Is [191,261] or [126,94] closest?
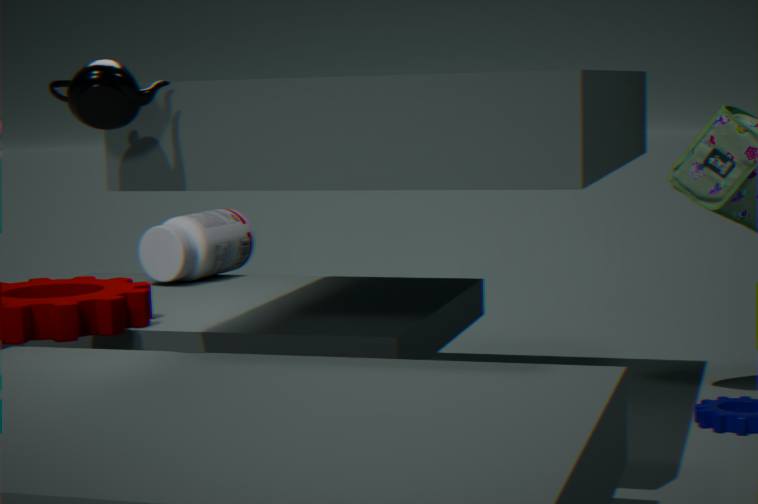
[126,94]
